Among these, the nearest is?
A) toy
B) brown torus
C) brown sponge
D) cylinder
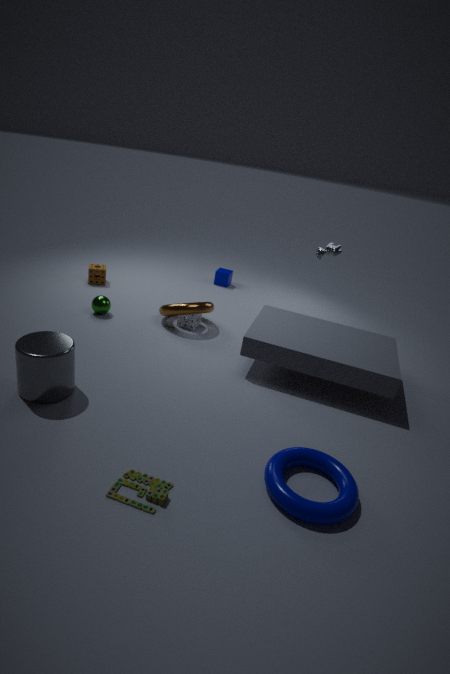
toy
